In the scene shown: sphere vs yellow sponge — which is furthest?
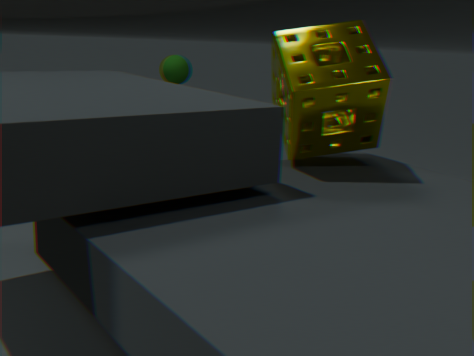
sphere
